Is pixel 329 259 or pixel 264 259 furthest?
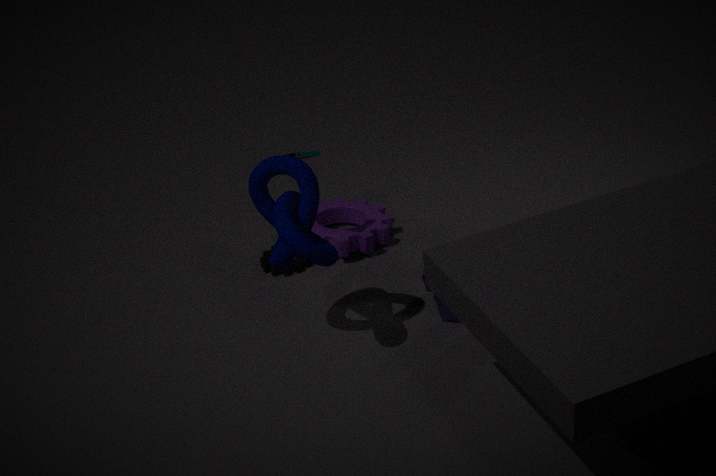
pixel 264 259
